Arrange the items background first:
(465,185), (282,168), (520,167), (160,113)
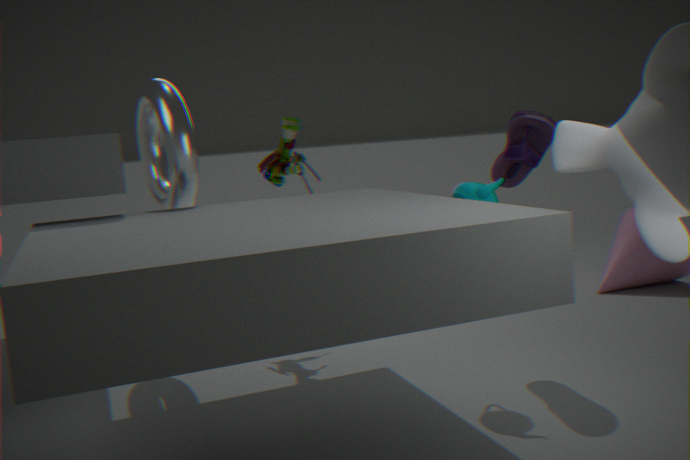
1. (282,168)
2. (160,113)
3. (520,167)
4. (465,185)
